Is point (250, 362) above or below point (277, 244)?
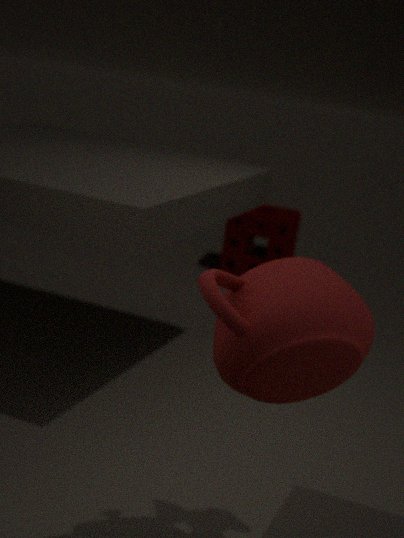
above
